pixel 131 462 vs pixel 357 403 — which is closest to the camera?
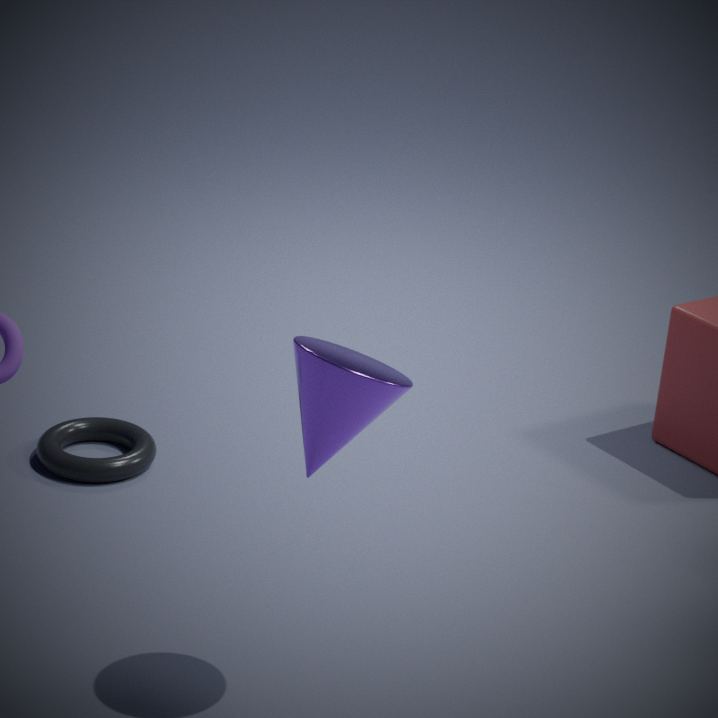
pixel 357 403
